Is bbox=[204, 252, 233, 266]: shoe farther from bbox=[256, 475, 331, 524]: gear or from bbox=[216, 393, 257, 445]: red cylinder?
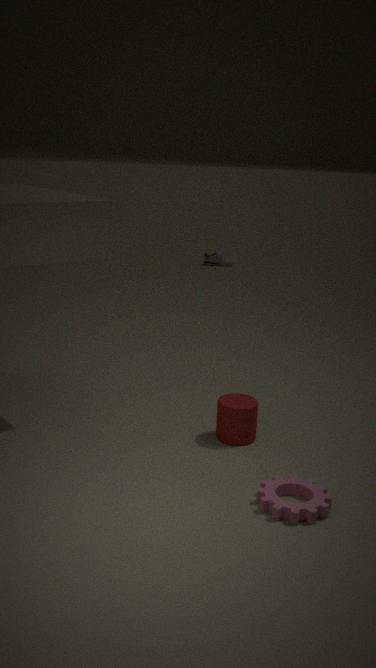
bbox=[256, 475, 331, 524]: gear
